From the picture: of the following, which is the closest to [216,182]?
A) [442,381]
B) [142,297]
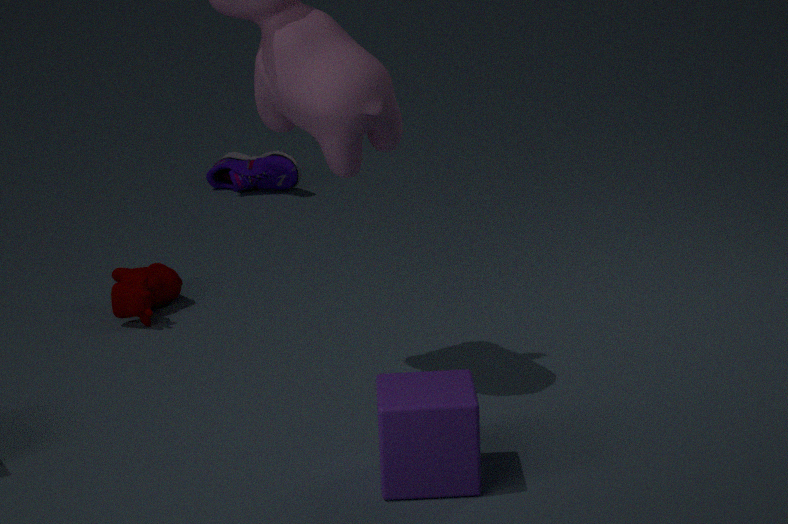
[142,297]
